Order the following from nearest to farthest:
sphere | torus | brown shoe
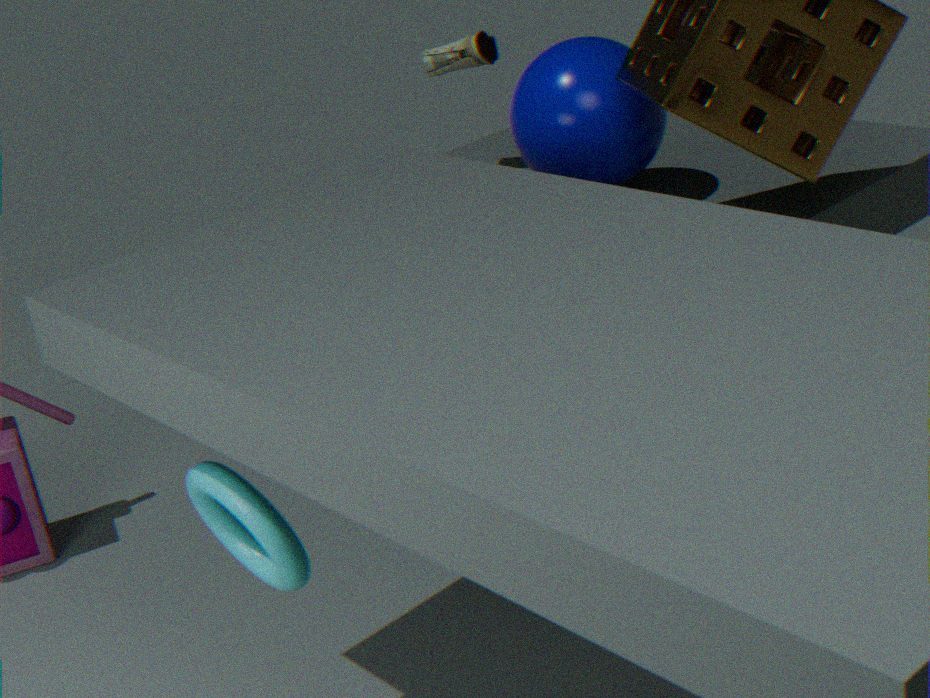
torus
sphere
brown shoe
